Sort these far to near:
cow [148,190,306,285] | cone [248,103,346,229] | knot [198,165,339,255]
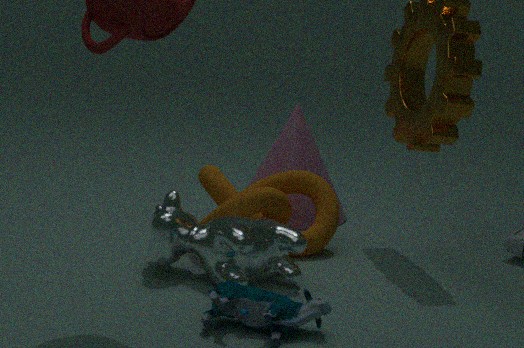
1. cone [248,103,346,229]
2. knot [198,165,339,255]
3. cow [148,190,306,285]
